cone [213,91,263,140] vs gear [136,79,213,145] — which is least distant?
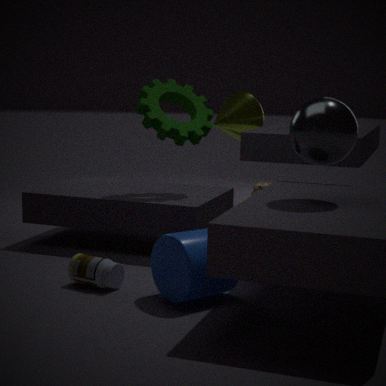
gear [136,79,213,145]
